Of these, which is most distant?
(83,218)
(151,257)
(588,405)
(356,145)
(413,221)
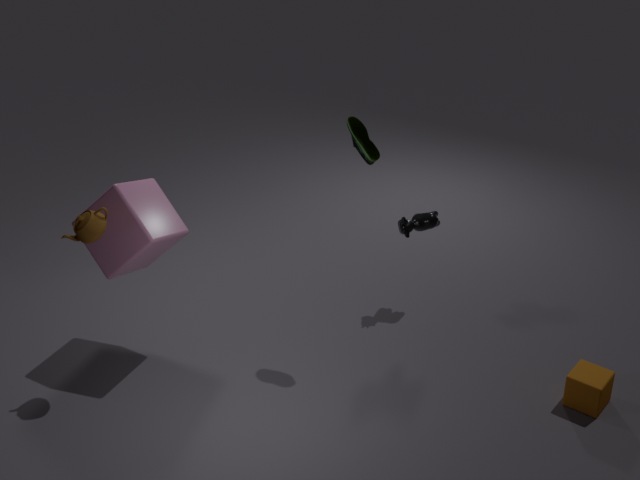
(413,221)
